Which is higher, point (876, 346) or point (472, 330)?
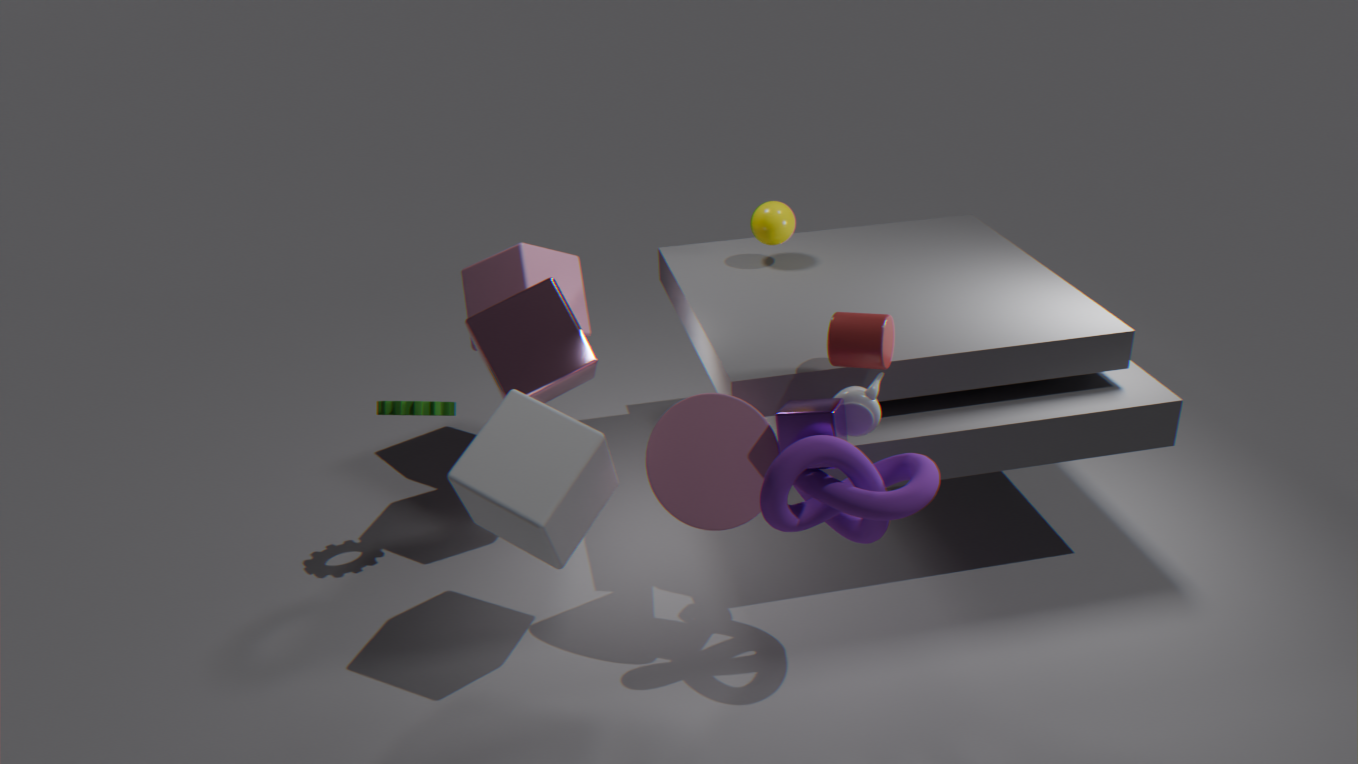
point (876, 346)
